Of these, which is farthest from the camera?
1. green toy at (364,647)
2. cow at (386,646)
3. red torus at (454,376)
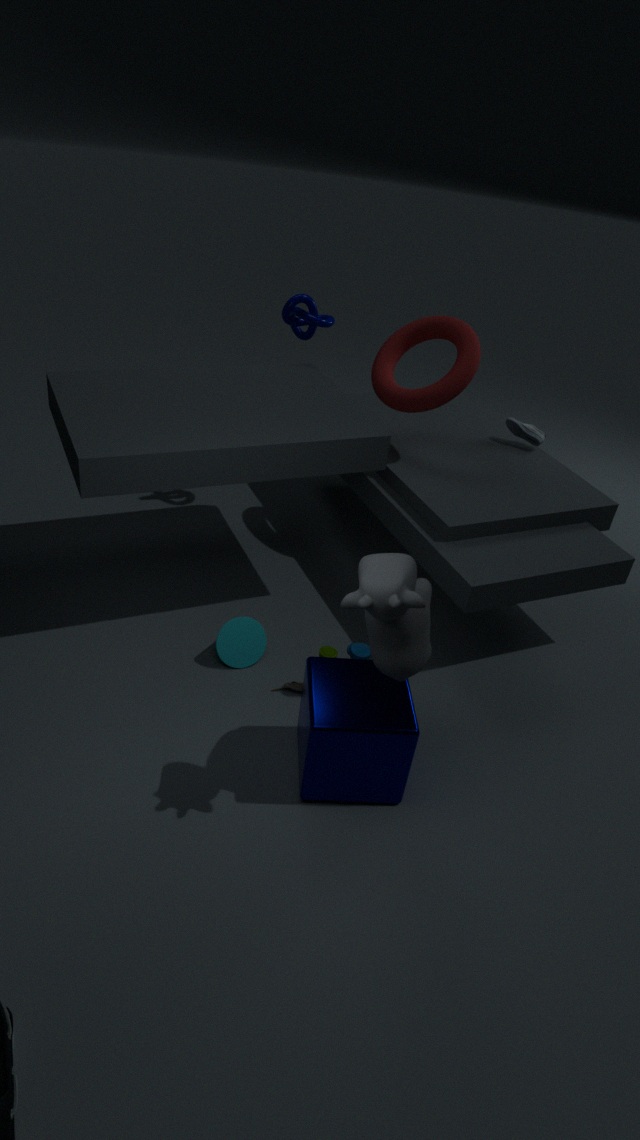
red torus at (454,376)
